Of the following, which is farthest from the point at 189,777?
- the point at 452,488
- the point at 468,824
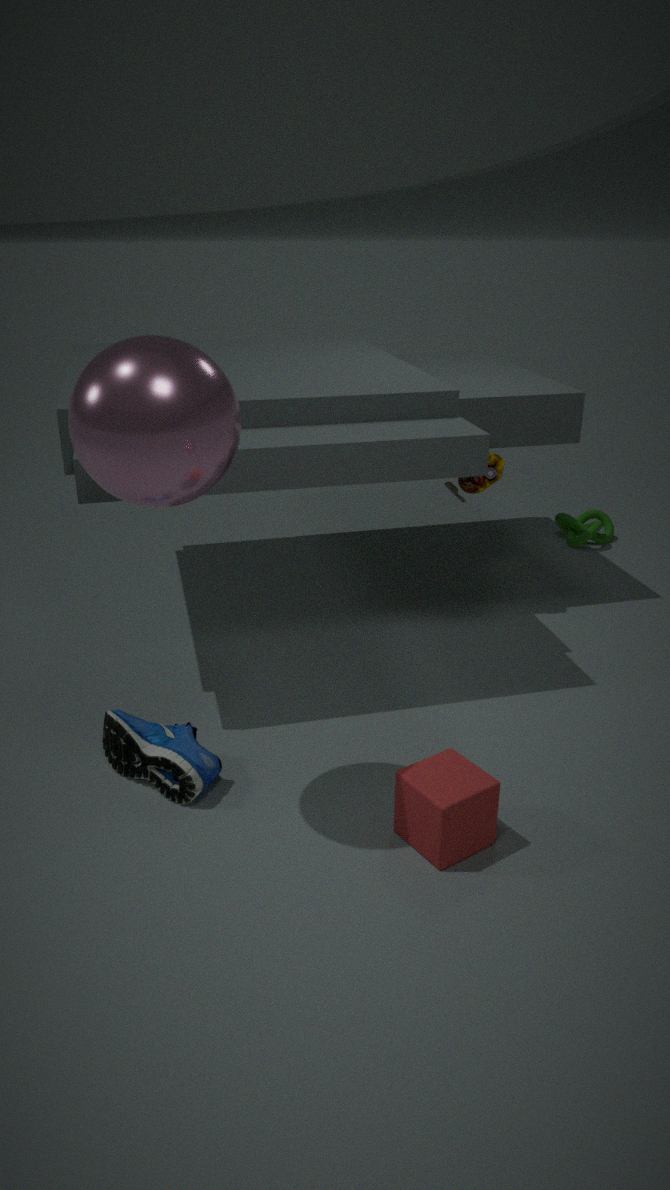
the point at 452,488
